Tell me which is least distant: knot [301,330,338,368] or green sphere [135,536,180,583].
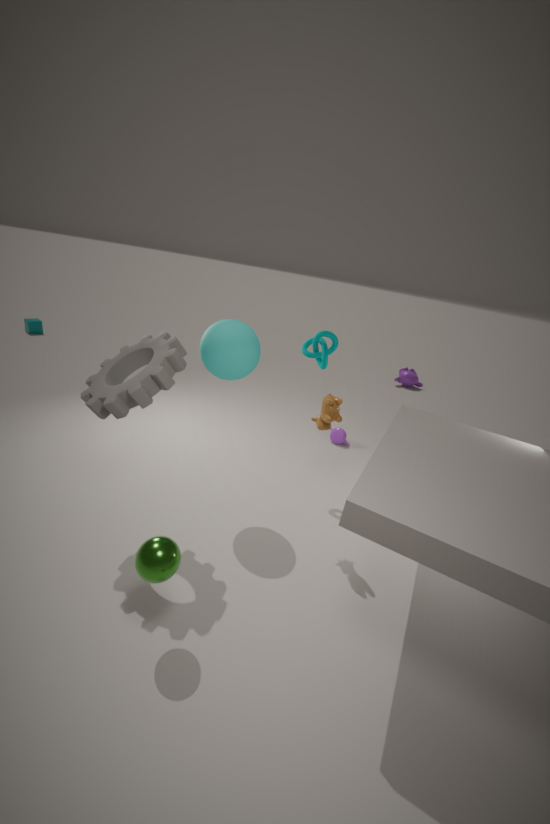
green sphere [135,536,180,583]
